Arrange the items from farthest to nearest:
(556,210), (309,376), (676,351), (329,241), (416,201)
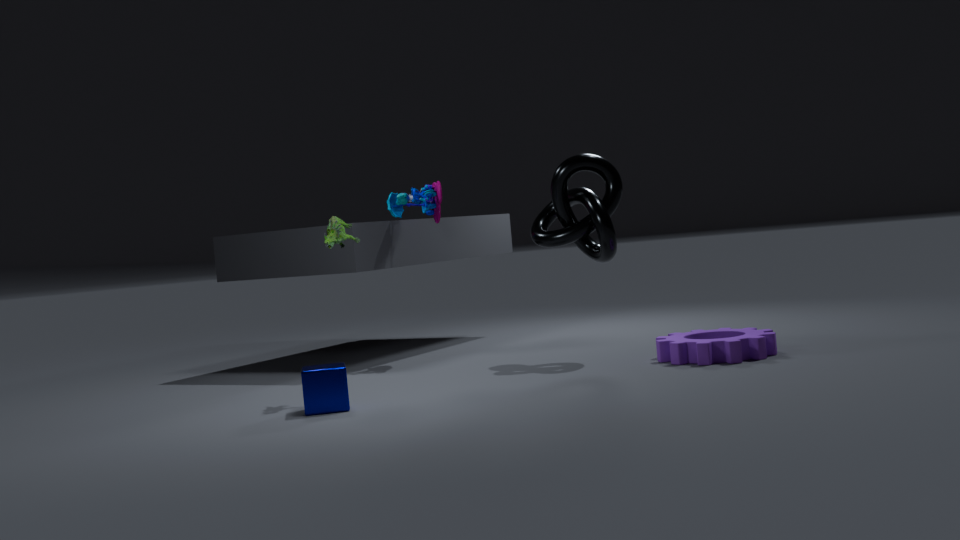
1. (416,201)
2. (556,210)
3. (676,351)
4. (329,241)
5. (309,376)
